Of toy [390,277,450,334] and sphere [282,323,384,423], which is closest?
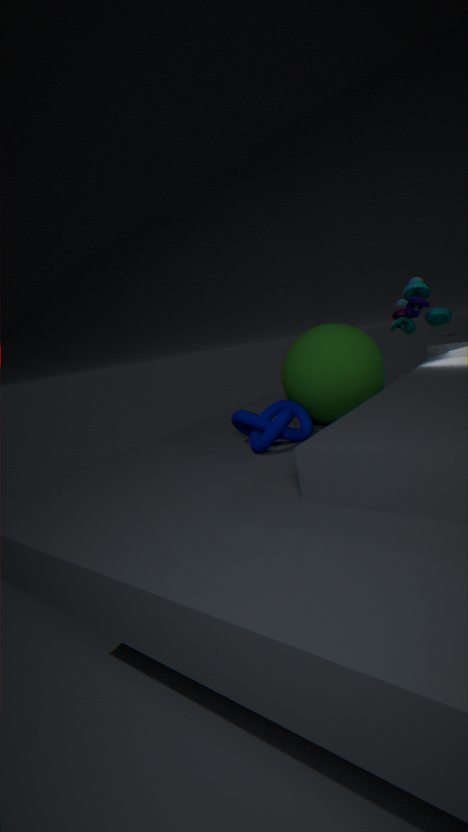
sphere [282,323,384,423]
